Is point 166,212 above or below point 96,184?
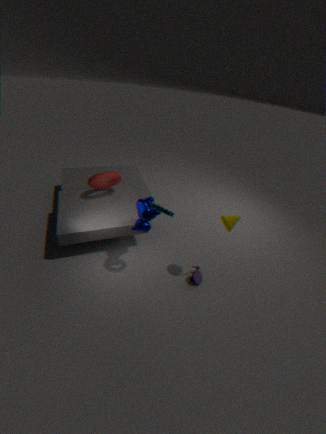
above
